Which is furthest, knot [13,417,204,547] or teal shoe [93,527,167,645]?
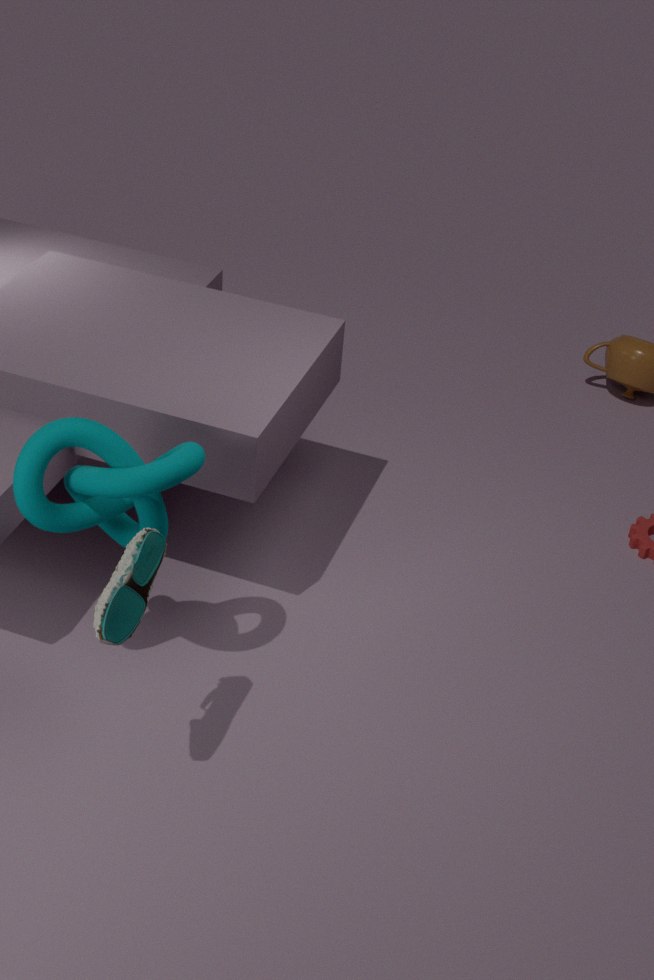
knot [13,417,204,547]
